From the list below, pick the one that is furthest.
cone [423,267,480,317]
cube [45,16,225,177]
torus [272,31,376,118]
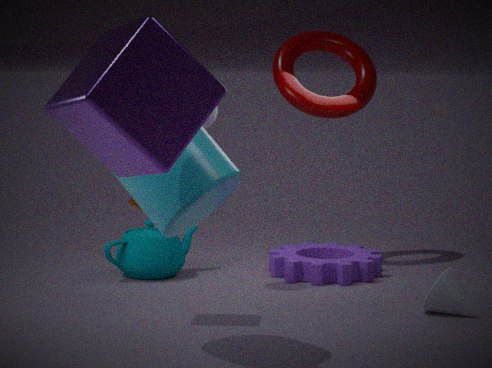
torus [272,31,376,118]
